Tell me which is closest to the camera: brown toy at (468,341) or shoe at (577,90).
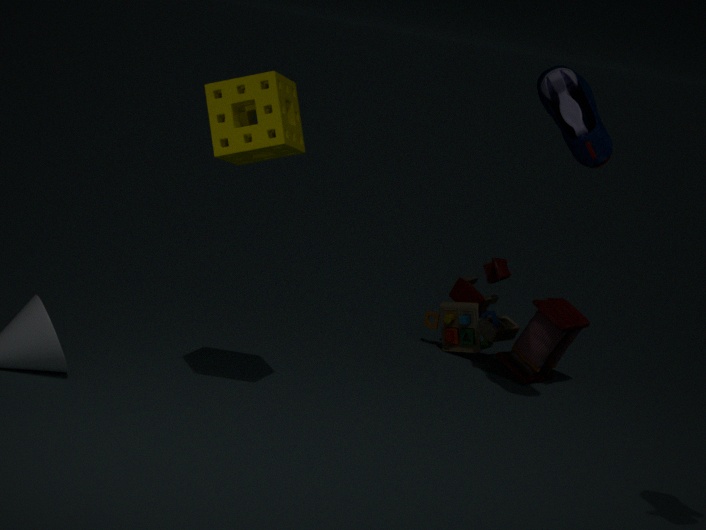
shoe at (577,90)
